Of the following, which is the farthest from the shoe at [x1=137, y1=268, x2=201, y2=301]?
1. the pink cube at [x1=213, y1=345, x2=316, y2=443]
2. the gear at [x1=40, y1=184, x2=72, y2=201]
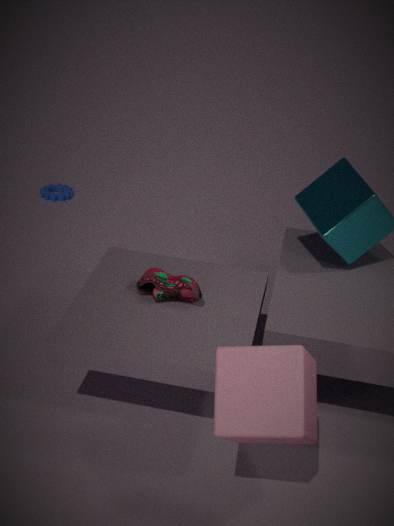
the gear at [x1=40, y1=184, x2=72, y2=201]
